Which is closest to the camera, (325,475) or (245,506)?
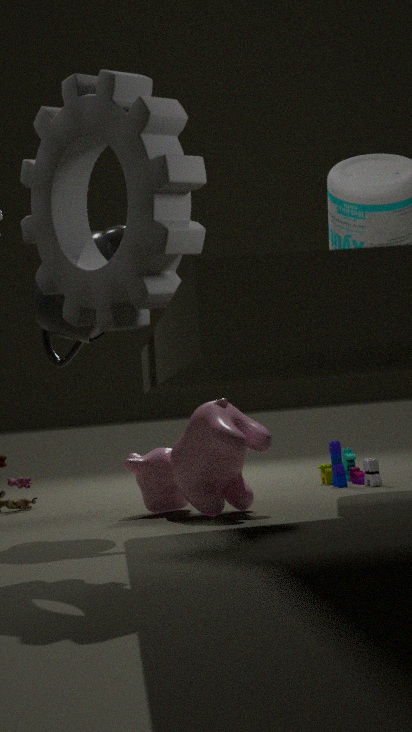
(245,506)
